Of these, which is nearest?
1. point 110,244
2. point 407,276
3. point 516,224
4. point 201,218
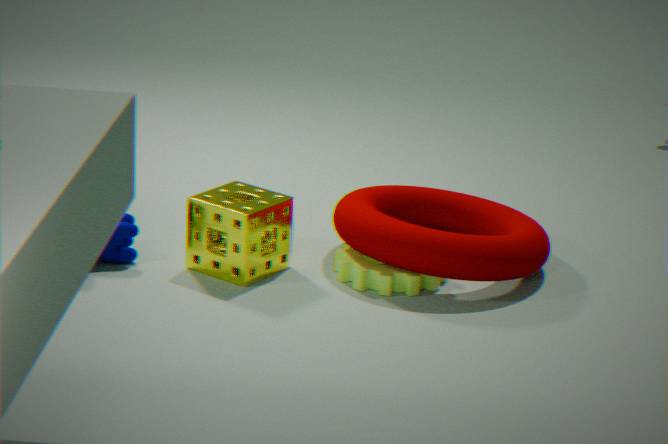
point 407,276
